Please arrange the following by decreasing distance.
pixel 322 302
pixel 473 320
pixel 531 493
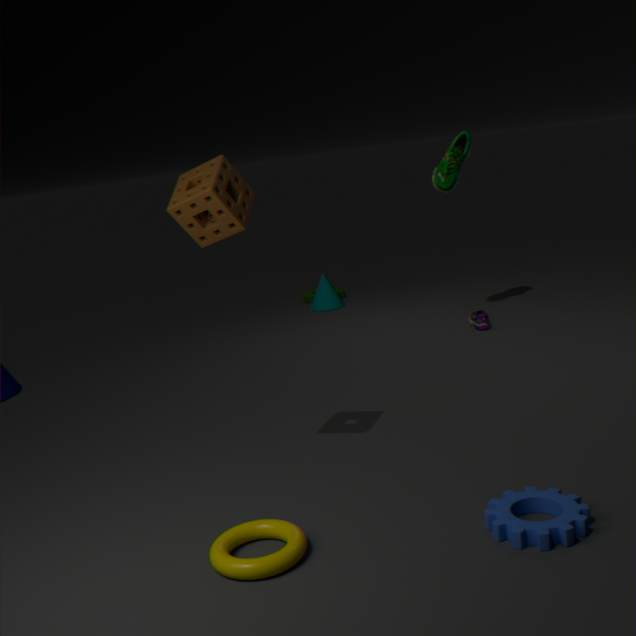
pixel 322 302 → pixel 473 320 → pixel 531 493
